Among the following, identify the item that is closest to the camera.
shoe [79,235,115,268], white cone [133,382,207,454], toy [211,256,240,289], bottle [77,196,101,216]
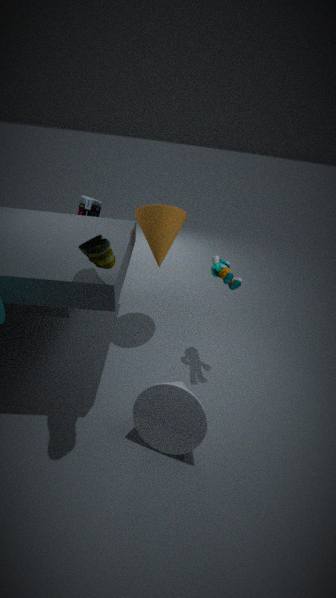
shoe [79,235,115,268]
